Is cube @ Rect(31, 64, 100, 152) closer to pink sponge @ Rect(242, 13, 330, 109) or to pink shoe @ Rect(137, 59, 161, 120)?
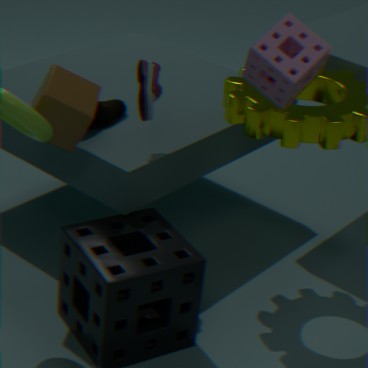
pink shoe @ Rect(137, 59, 161, 120)
